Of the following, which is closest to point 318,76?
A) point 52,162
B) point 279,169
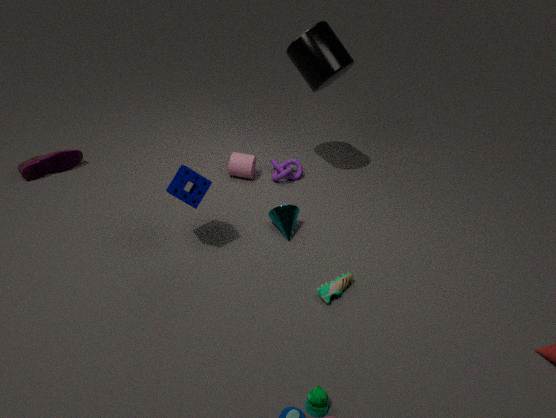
point 279,169
